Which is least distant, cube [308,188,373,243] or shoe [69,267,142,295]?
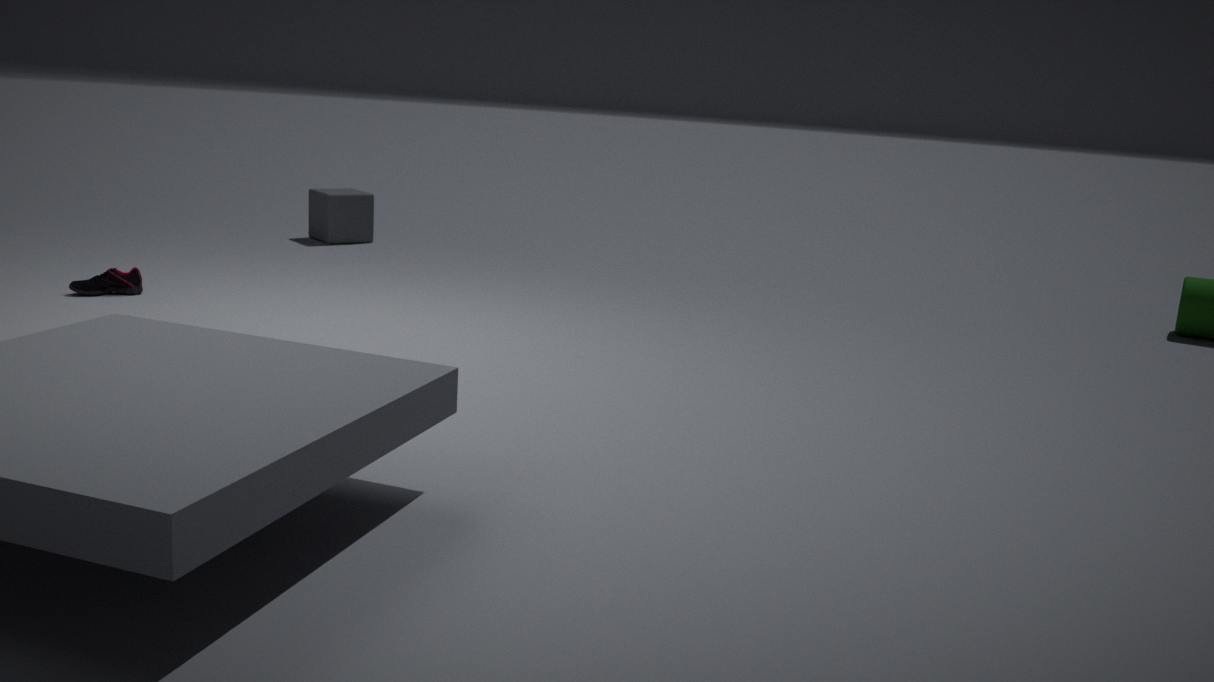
shoe [69,267,142,295]
